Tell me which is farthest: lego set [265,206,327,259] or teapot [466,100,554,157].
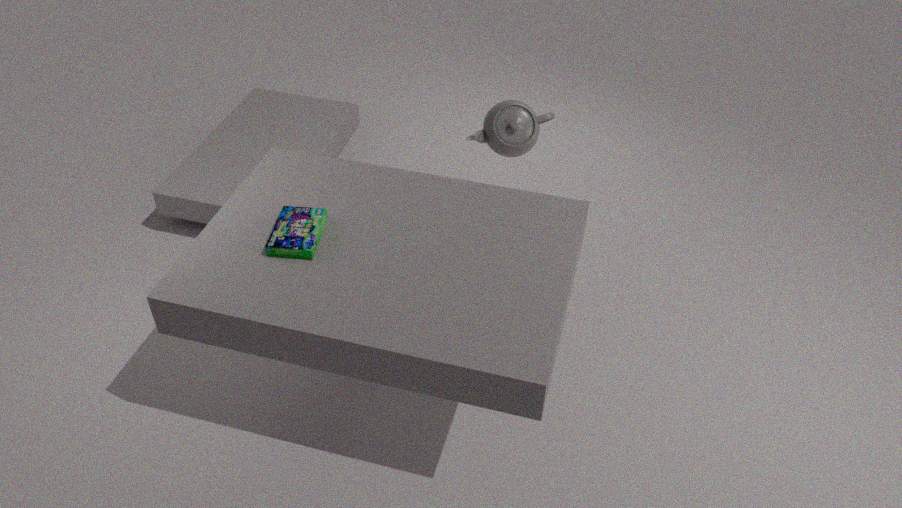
teapot [466,100,554,157]
